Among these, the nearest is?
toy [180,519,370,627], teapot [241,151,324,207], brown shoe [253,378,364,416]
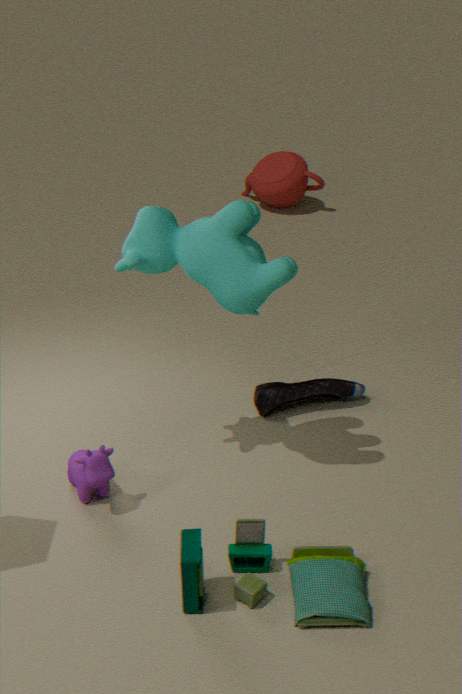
toy [180,519,370,627]
